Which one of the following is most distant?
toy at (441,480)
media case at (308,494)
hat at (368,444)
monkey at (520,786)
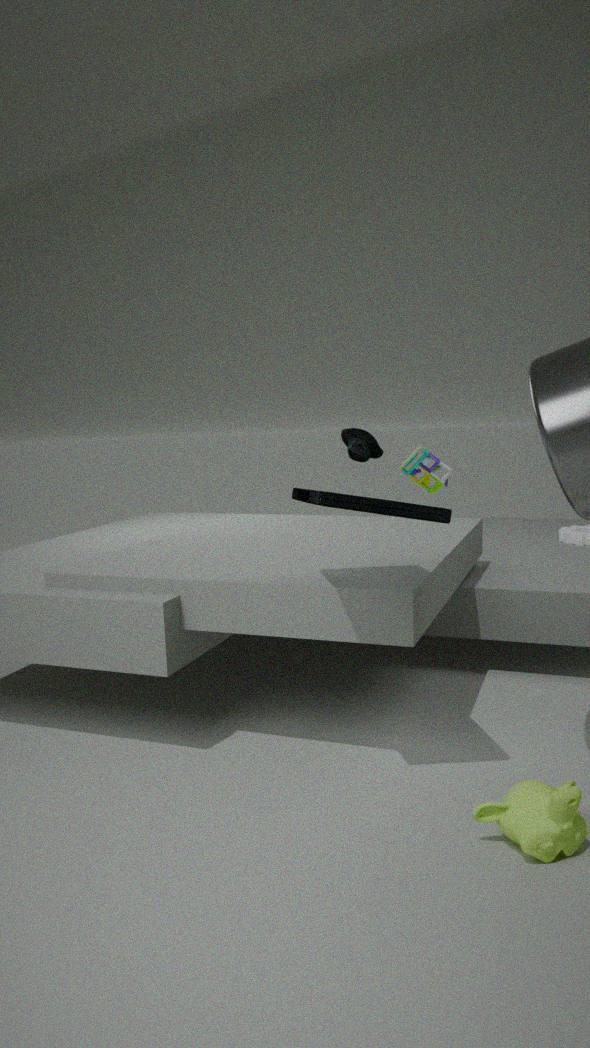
toy at (441,480)
